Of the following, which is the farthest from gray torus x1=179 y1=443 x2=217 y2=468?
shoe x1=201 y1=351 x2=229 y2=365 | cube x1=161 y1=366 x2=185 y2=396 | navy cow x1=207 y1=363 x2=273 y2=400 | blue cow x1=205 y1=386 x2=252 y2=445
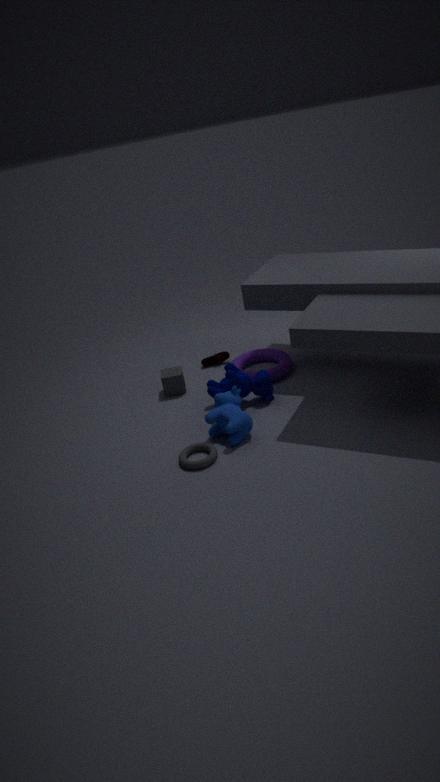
shoe x1=201 y1=351 x2=229 y2=365
